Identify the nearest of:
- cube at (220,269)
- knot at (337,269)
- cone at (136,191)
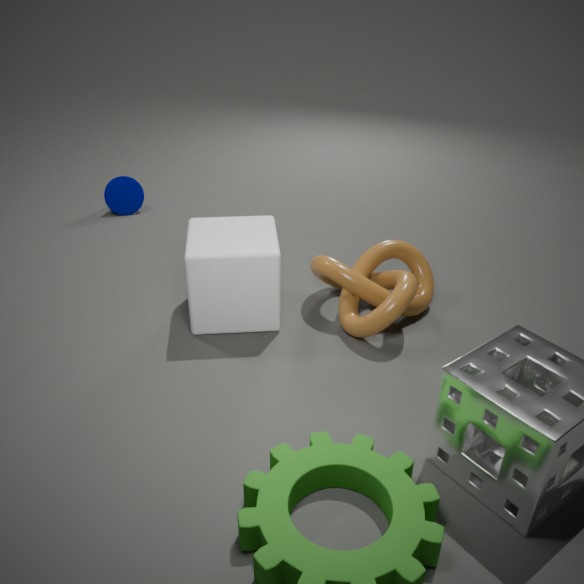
cube at (220,269)
